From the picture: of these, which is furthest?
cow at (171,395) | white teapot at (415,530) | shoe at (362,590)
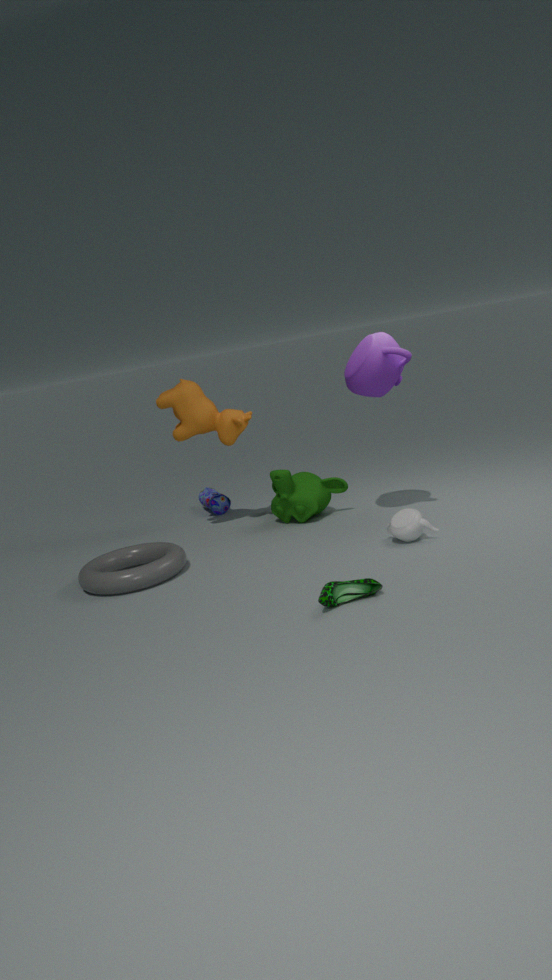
cow at (171,395)
